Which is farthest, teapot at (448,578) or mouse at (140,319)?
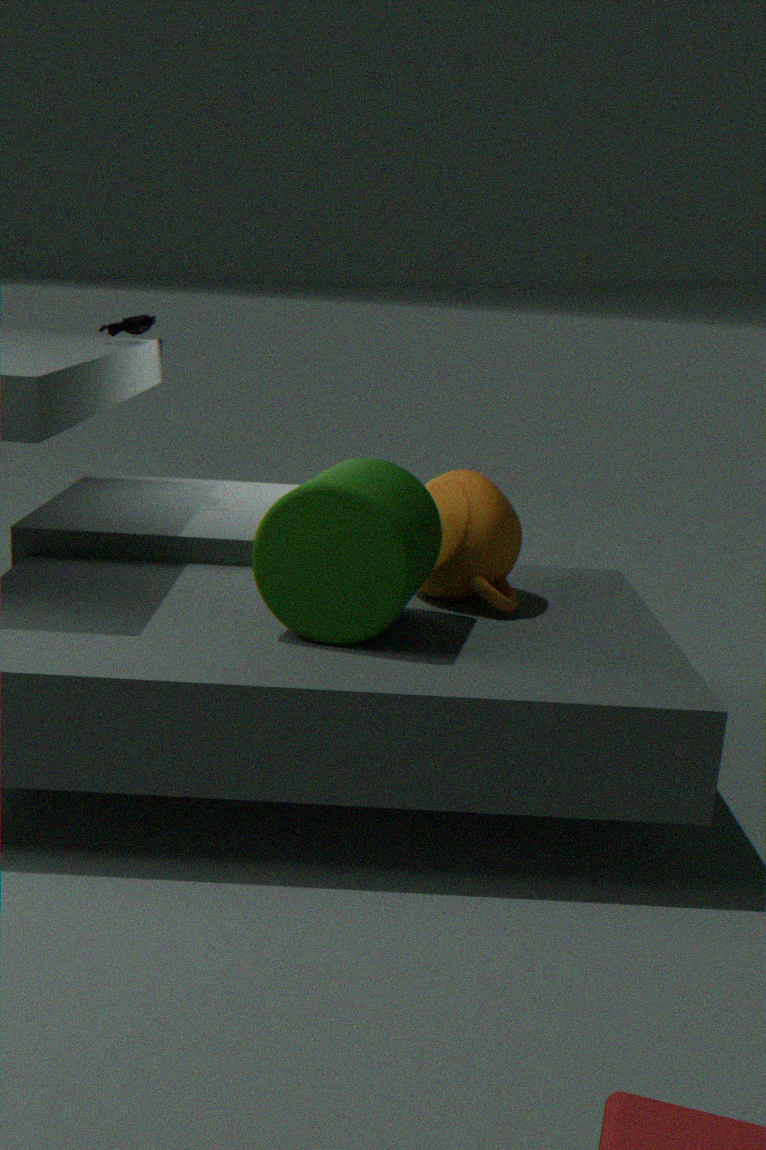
mouse at (140,319)
